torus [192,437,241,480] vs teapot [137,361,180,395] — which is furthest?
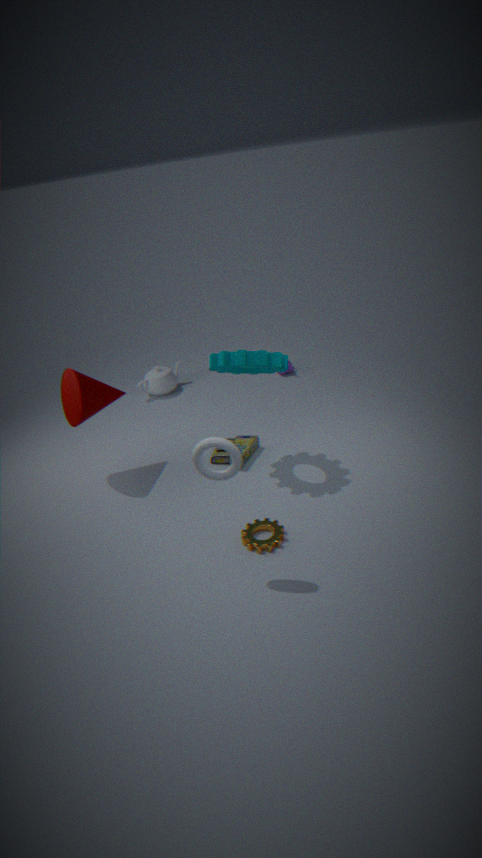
teapot [137,361,180,395]
